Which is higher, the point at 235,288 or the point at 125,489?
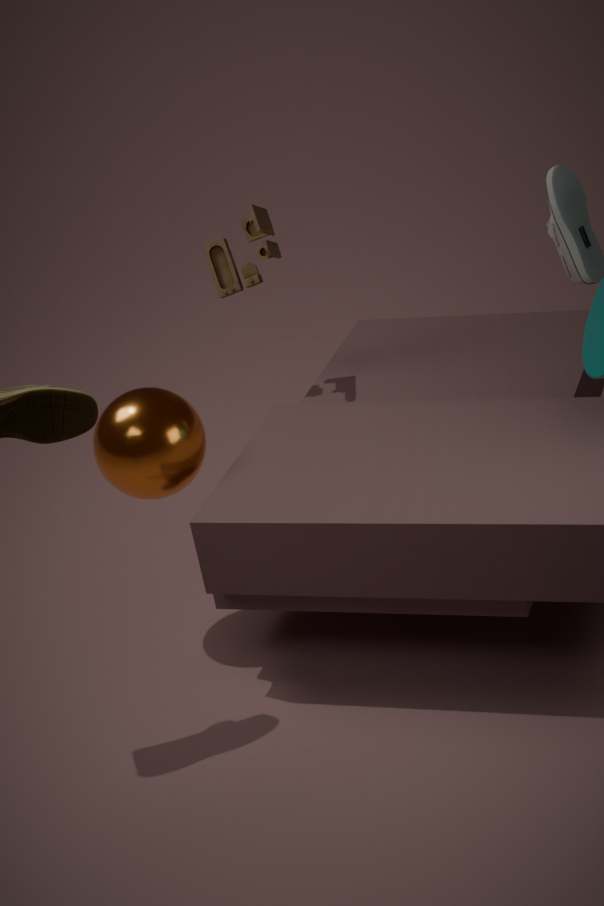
the point at 235,288
